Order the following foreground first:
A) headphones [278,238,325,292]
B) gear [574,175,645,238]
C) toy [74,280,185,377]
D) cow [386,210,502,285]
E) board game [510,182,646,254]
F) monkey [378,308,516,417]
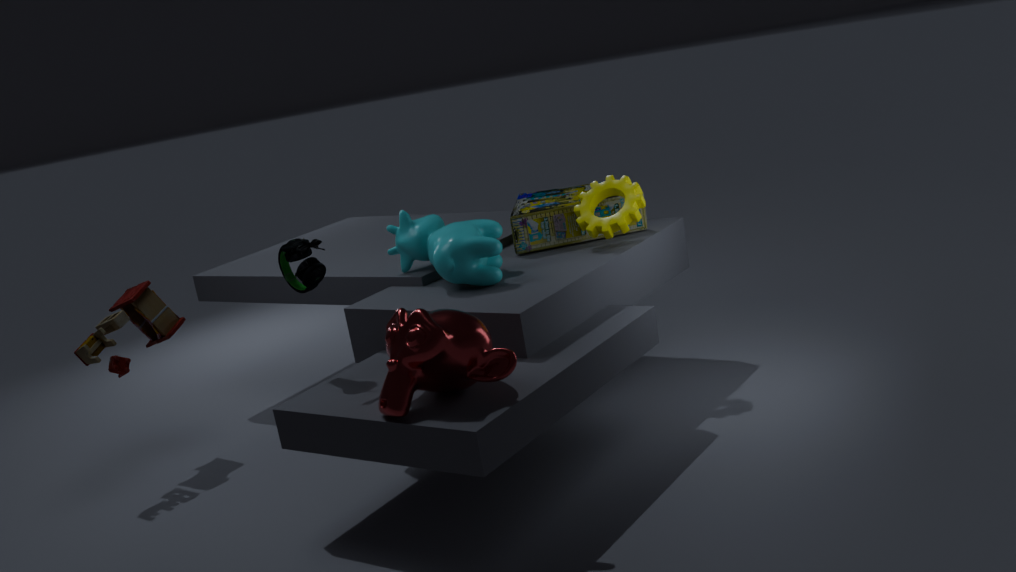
monkey [378,308,516,417], headphones [278,238,325,292], cow [386,210,502,285], gear [574,175,645,238], toy [74,280,185,377], board game [510,182,646,254]
